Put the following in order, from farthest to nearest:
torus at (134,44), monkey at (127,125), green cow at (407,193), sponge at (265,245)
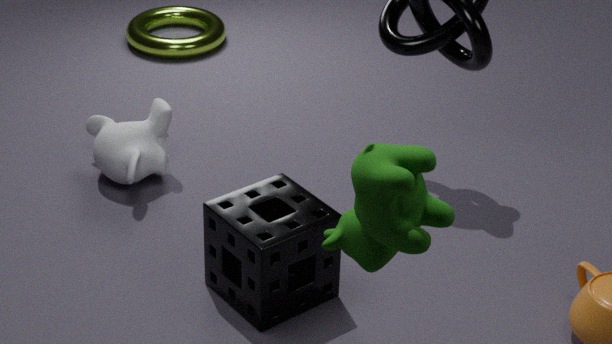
torus at (134,44), monkey at (127,125), sponge at (265,245), green cow at (407,193)
